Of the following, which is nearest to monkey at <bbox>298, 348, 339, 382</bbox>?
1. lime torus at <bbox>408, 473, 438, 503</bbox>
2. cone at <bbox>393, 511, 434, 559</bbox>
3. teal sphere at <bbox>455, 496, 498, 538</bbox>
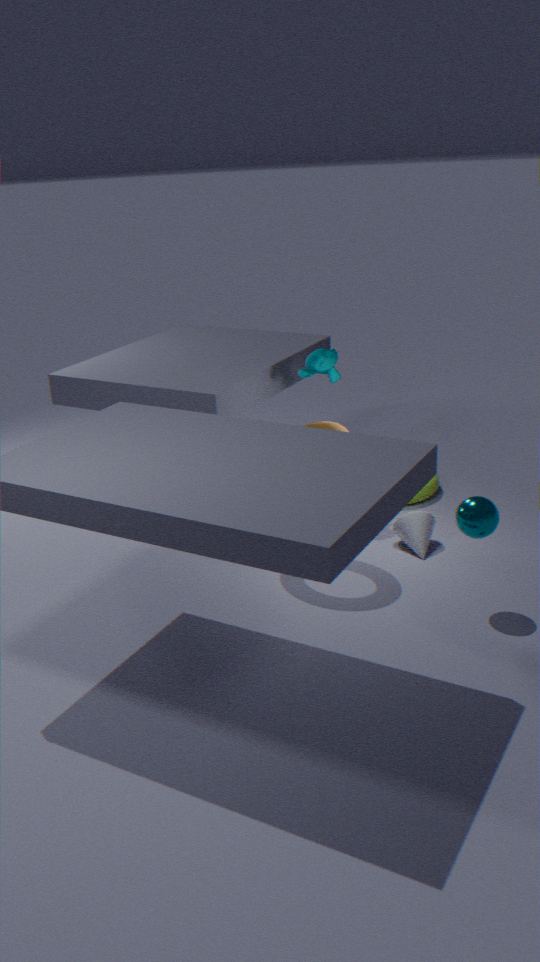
lime torus at <bbox>408, 473, 438, 503</bbox>
